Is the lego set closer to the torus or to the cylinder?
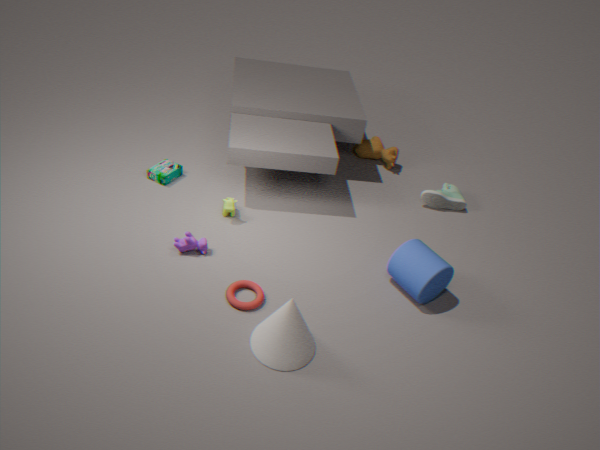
the torus
